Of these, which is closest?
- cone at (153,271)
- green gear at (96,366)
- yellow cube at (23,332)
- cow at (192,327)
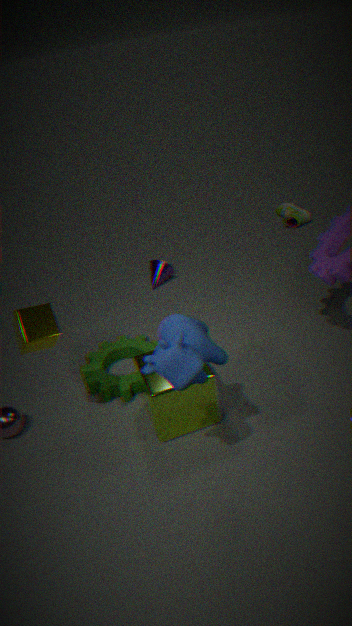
cow at (192,327)
